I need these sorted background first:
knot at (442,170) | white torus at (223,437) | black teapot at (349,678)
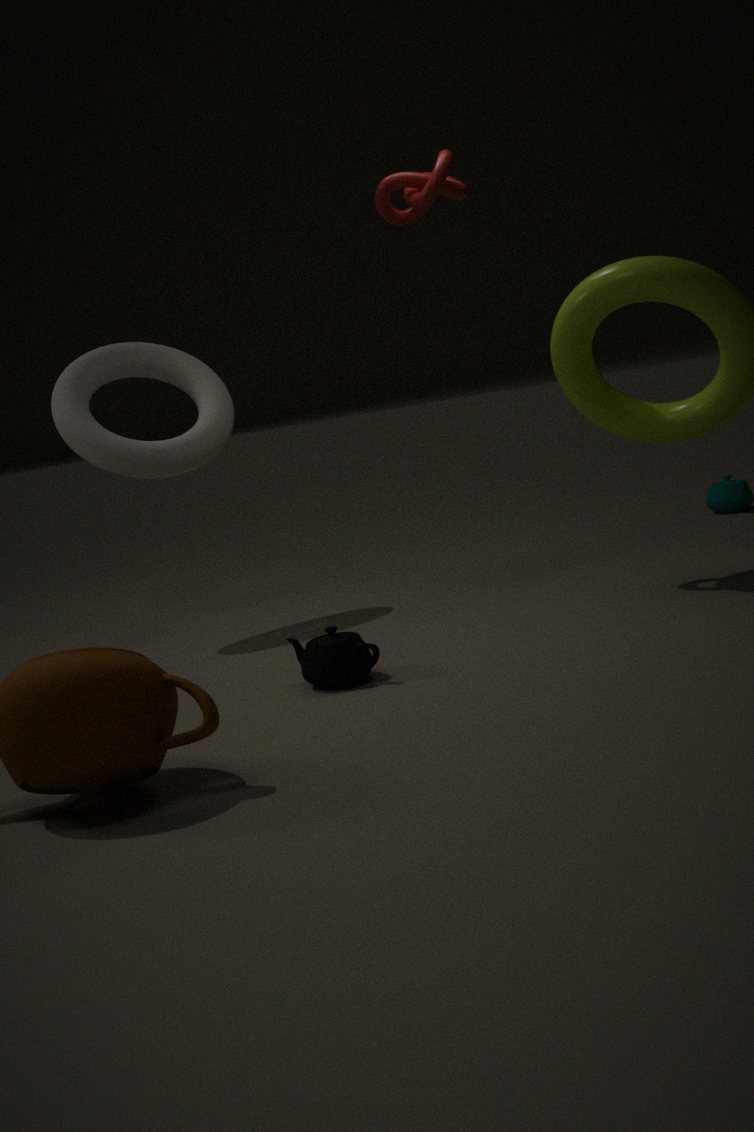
1. white torus at (223,437)
2. knot at (442,170)
3. black teapot at (349,678)
